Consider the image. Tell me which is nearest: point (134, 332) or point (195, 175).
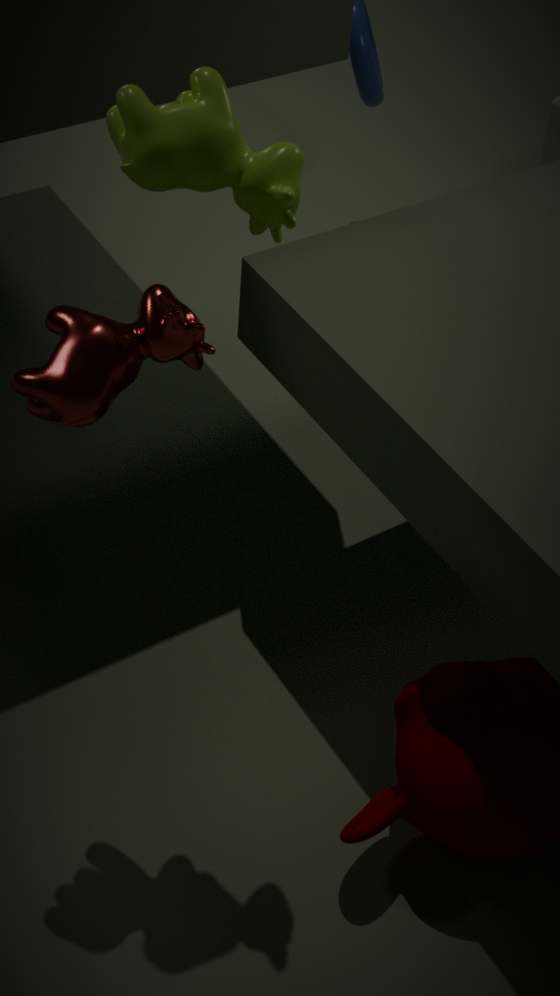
point (195, 175)
